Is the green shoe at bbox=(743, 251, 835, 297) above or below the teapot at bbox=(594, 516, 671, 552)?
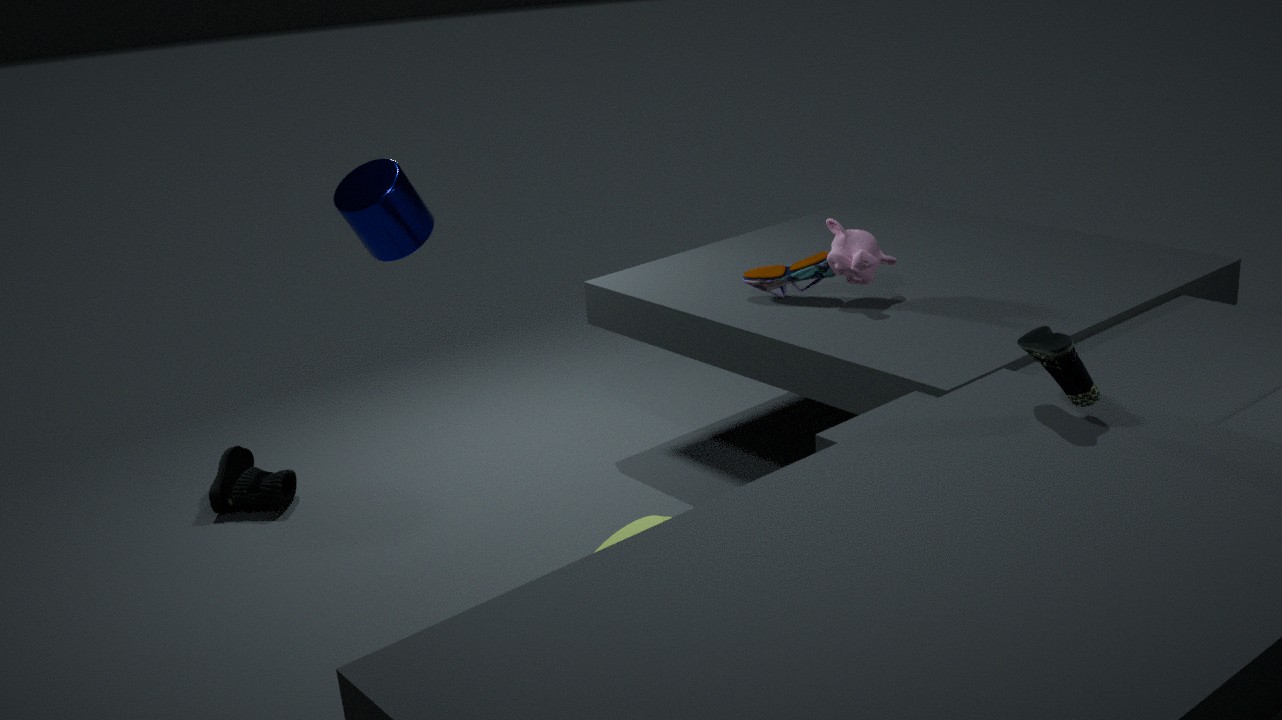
above
